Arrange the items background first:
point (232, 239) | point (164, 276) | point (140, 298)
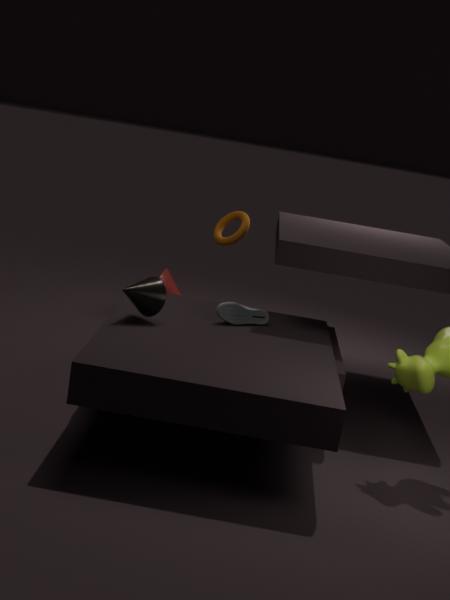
point (164, 276)
point (232, 239)
point (140, 298)
